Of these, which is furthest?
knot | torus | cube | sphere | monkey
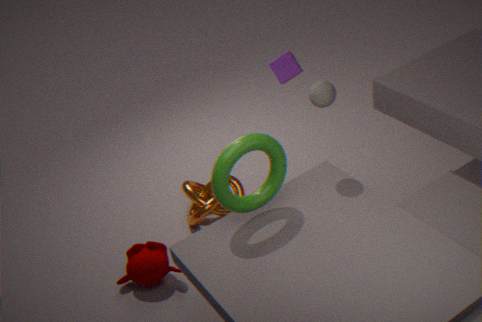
knot
